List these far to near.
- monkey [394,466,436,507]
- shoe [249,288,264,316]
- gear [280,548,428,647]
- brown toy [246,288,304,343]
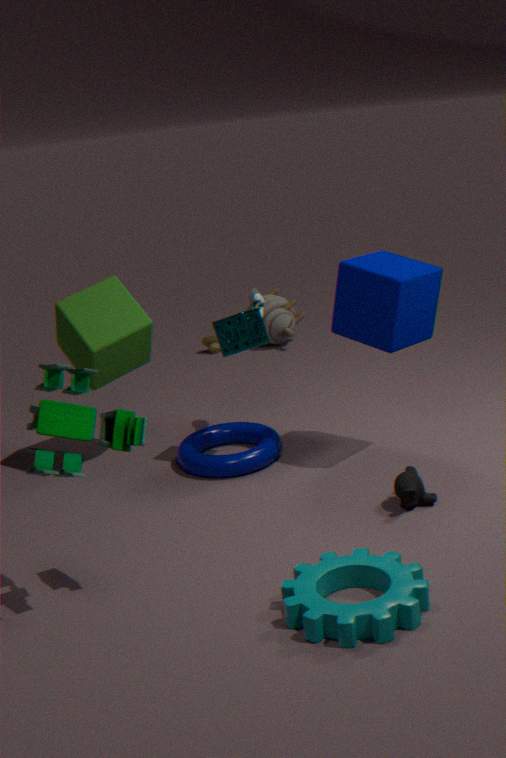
brown toy [246,288,304,343]
shoe [249,288,264,316]
monkey [394,466,436,507]
gear [280,548,428,647]
